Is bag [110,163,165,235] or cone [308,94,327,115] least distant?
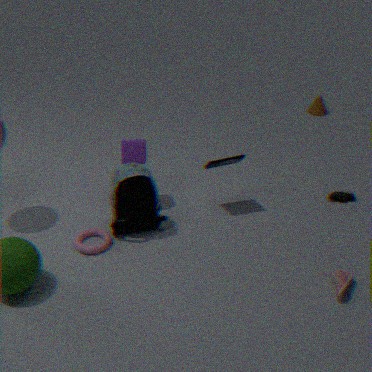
bag [110,163,165,235]
